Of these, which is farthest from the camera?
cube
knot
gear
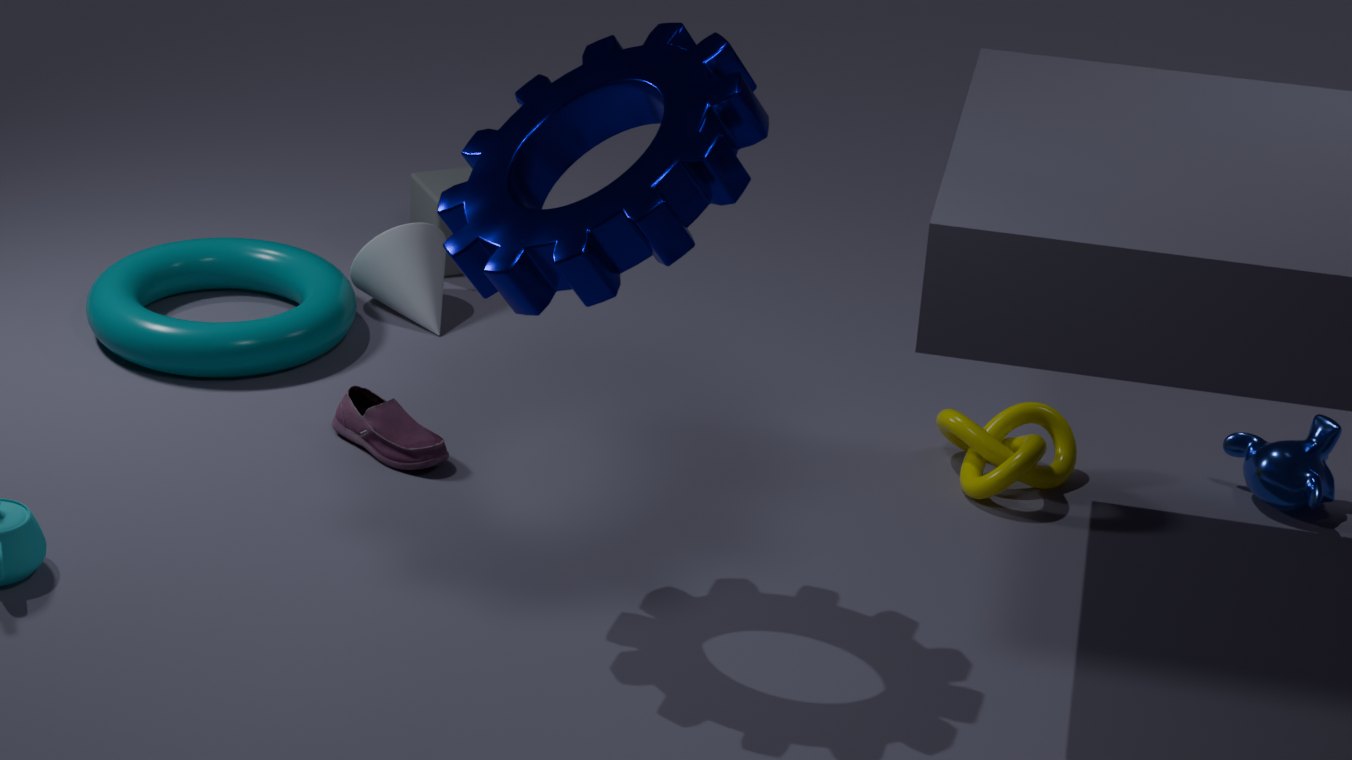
cube
